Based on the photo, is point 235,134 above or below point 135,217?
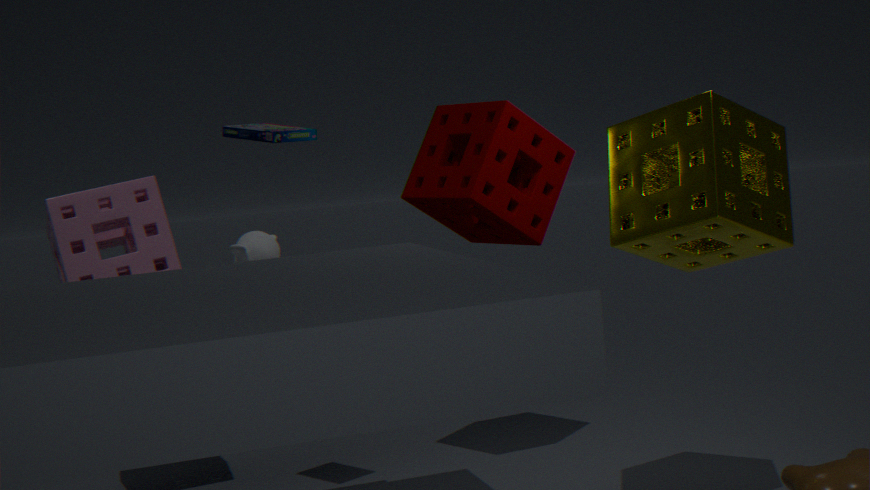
above
